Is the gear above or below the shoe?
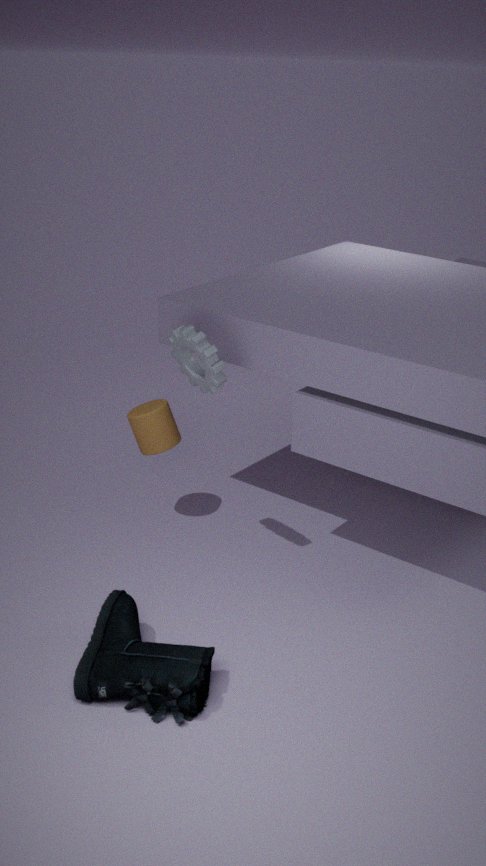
above
